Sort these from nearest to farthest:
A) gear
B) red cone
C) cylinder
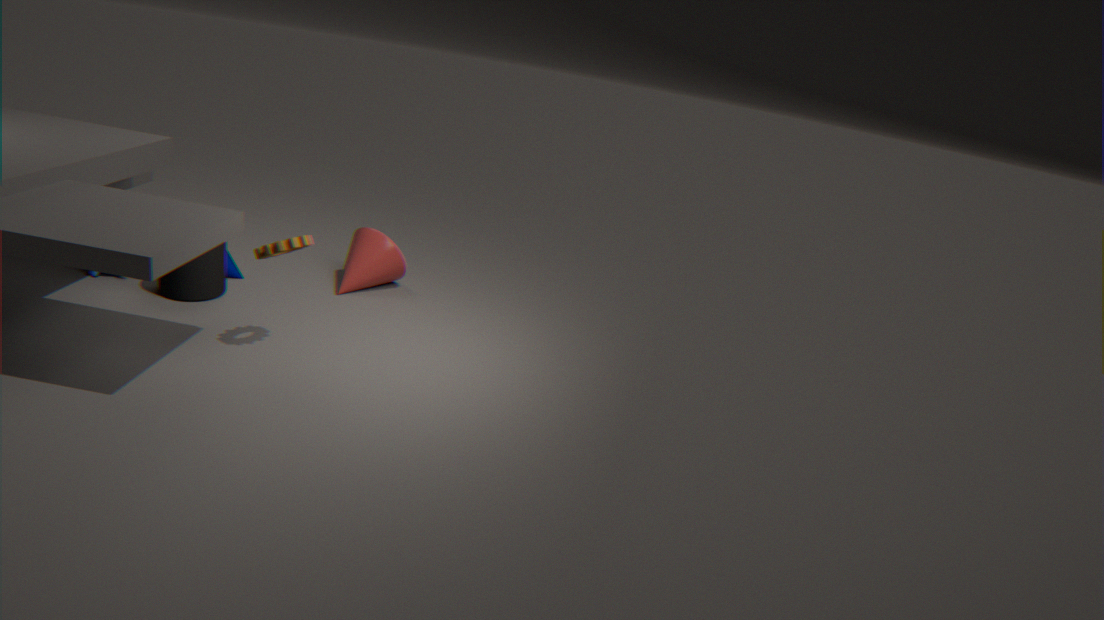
gear
cylinder
red cone
